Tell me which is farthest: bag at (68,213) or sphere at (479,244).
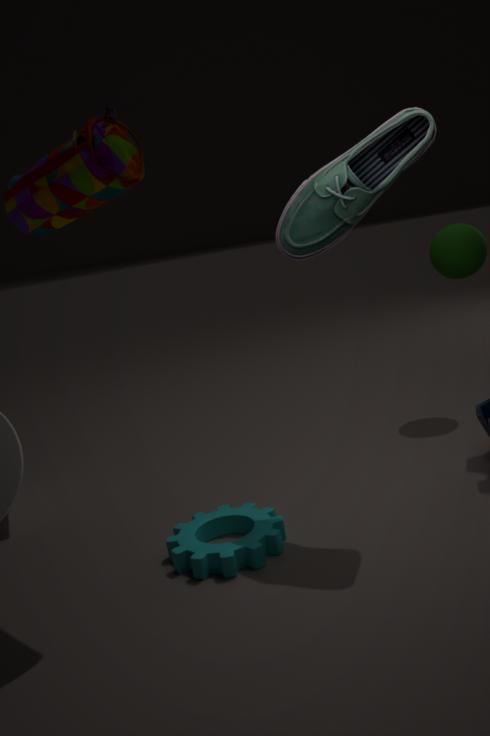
sphere at (479,244)
